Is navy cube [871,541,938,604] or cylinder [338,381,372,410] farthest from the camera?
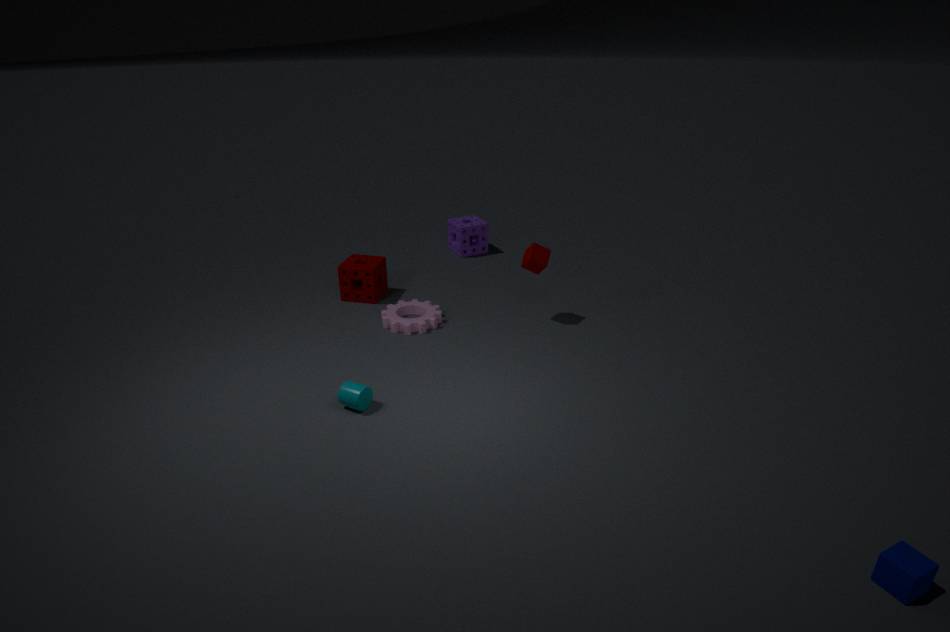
cylinder [338,381,372,410]
